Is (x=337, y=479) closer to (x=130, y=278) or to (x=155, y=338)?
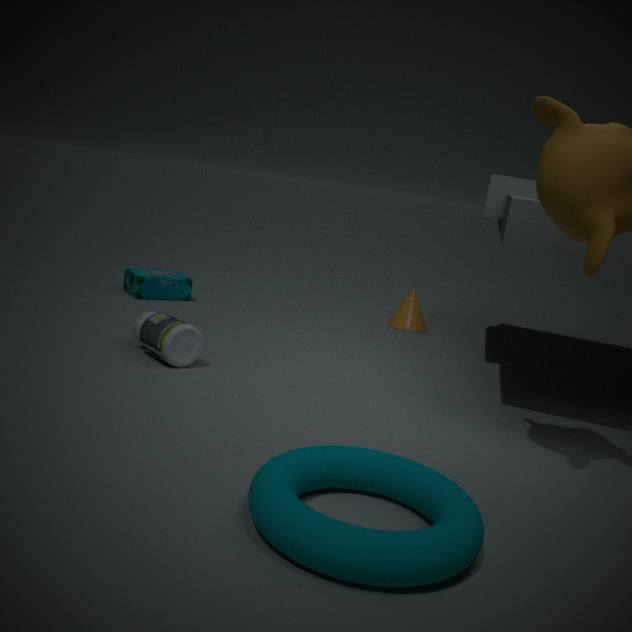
(x=155, y=338)
